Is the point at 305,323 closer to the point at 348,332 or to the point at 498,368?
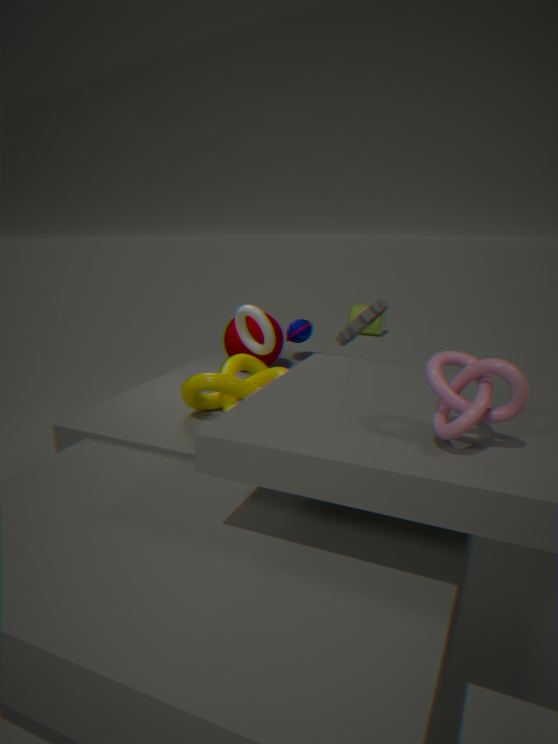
the point at 348,332
